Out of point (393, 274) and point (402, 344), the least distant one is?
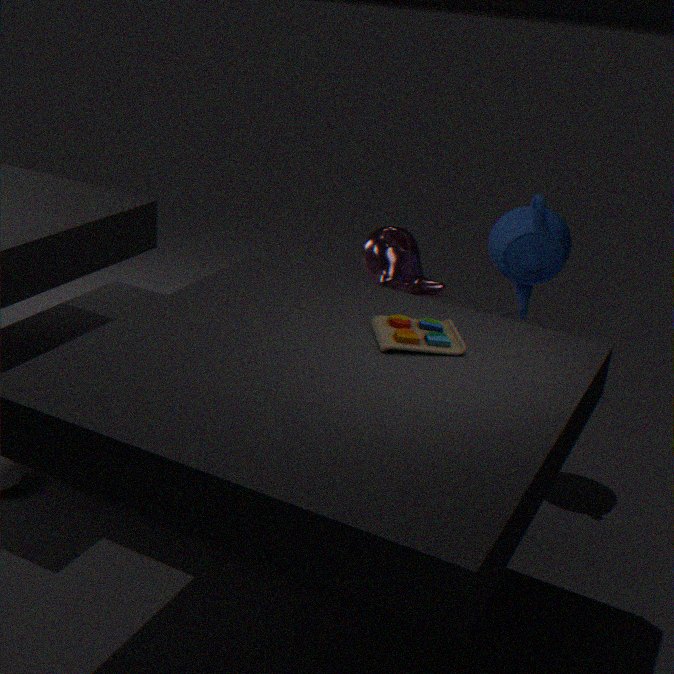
point (402, 344)
